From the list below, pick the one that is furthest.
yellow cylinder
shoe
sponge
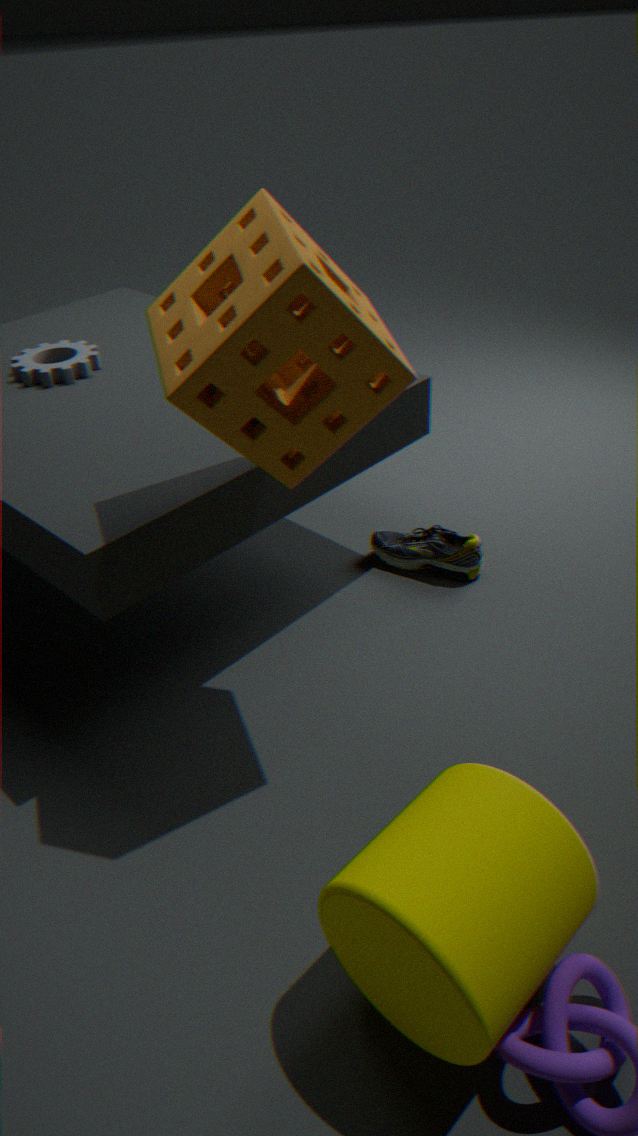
shoe
